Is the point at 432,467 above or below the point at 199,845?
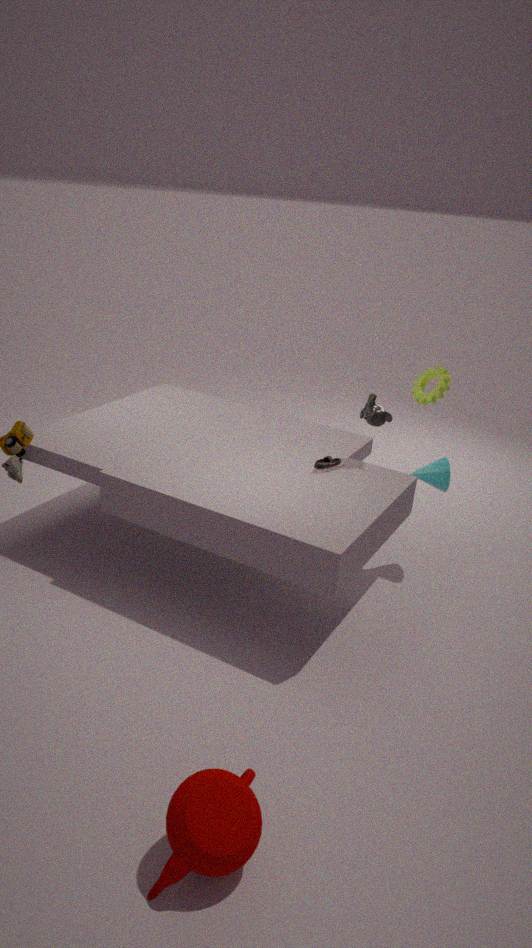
above
